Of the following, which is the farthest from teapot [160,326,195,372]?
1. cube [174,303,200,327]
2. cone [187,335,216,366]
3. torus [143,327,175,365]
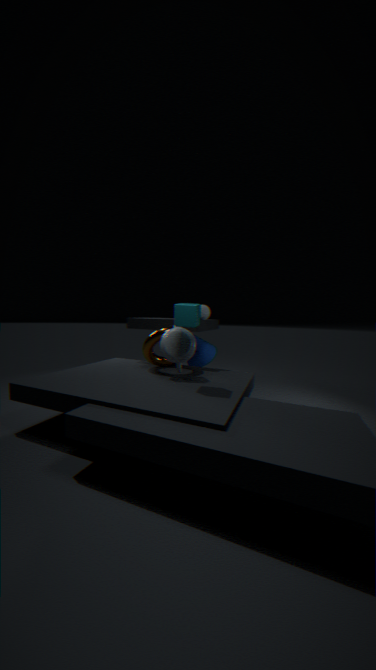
cone [187,335,216,366]
